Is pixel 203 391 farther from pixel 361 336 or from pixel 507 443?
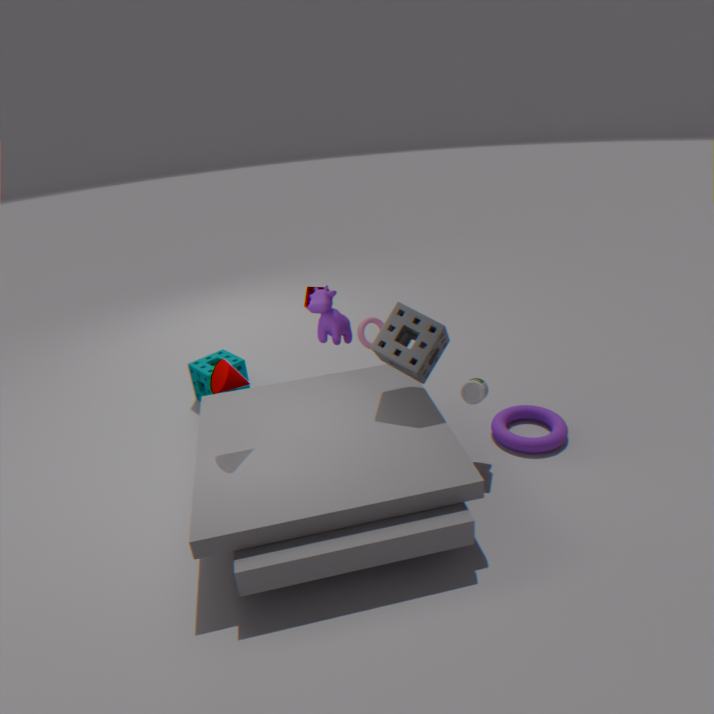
pixel 507 443
